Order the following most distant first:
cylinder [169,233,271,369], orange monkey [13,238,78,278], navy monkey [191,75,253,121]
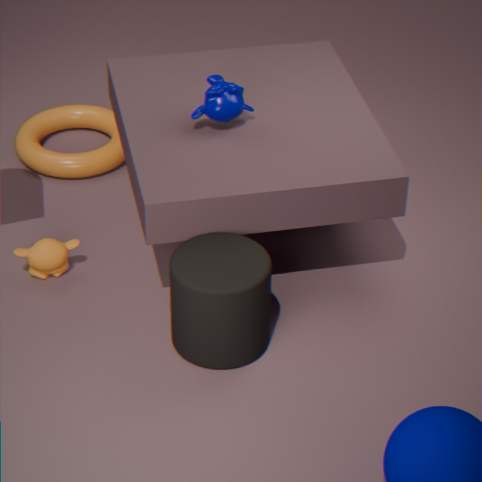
orange monkey [13,238,78,278]
navy monkey [191,75,253,121]
cylinder [169,233,271,369]
